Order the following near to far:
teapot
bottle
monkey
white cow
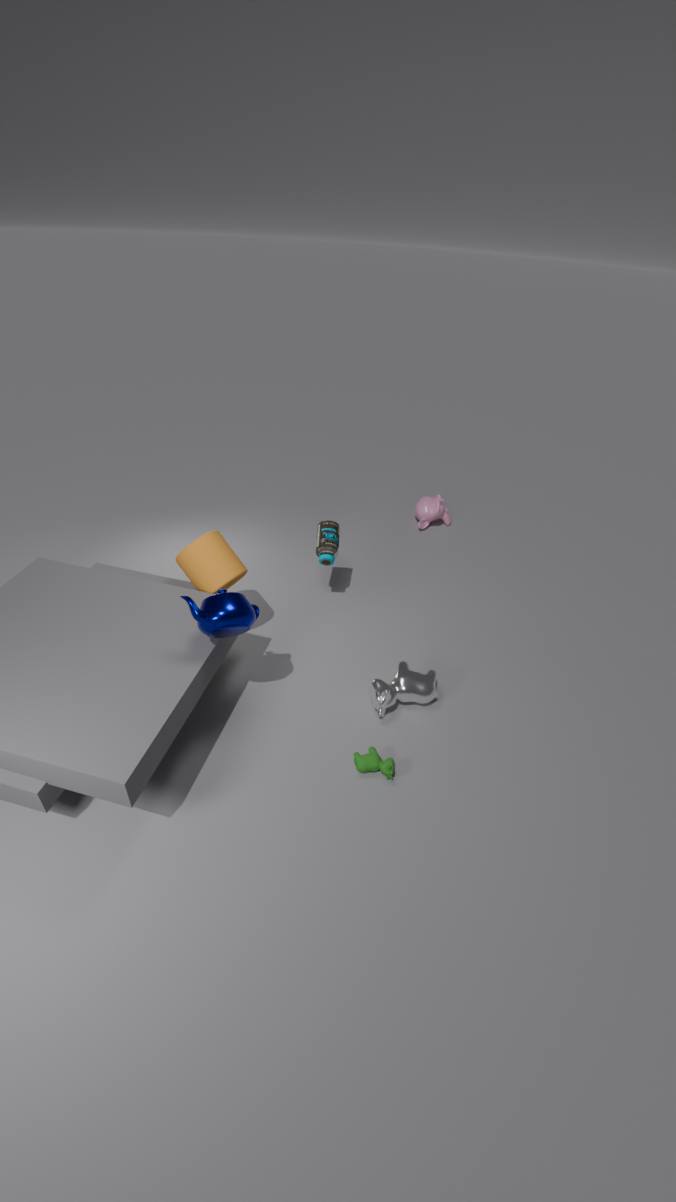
teapot → white cow → bottle → monkey
